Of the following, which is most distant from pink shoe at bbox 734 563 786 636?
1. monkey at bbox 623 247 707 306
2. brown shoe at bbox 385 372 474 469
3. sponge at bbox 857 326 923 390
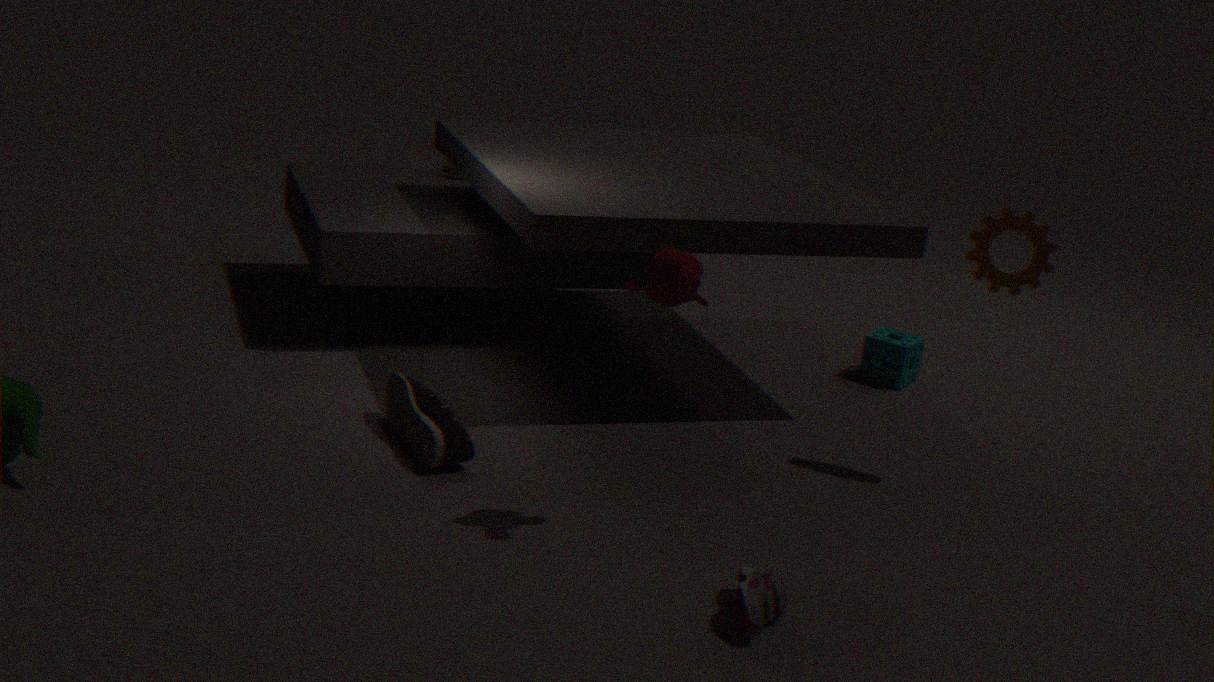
sponge at bbox 857 326 923 390
